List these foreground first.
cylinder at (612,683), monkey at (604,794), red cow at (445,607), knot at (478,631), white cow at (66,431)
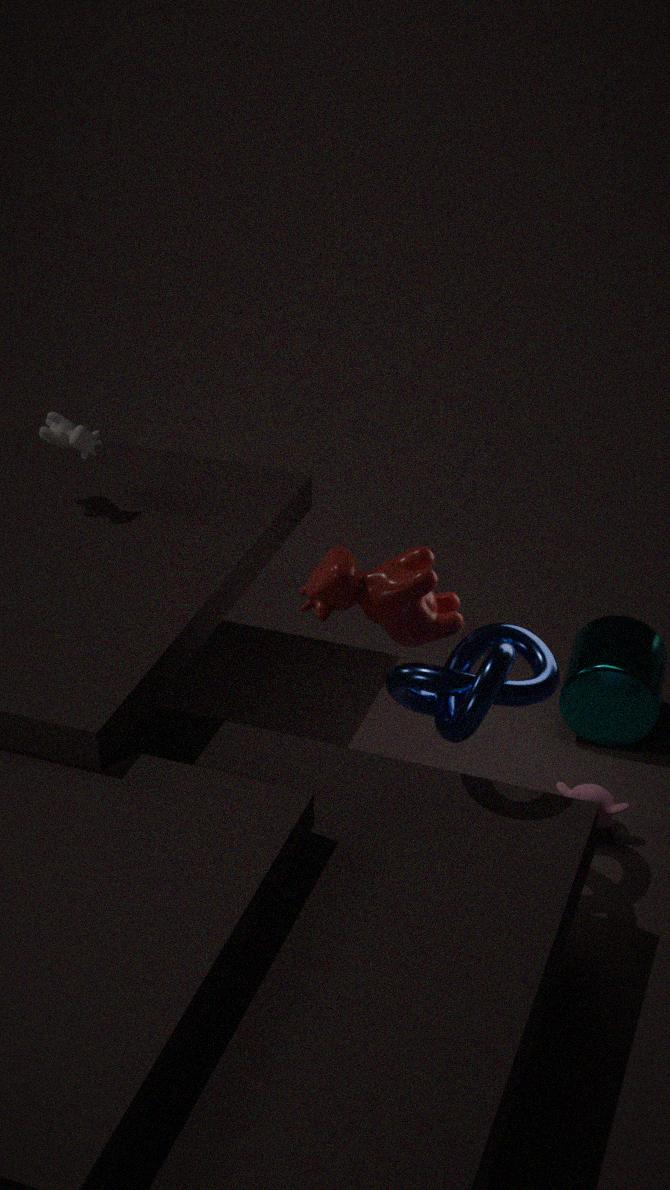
knot at (478,631), red cow at (445,607), monkey at (604,794), cylinder at (612,683), white cow at (66,431)
